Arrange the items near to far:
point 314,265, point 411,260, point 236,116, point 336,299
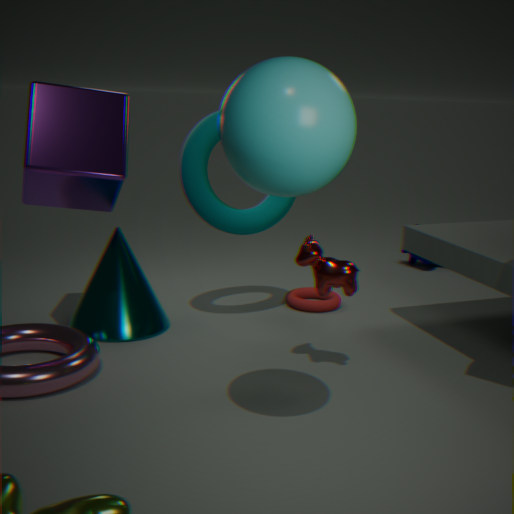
1. point 236,116
2. point 314,265
3. point 336,299
4. point 411,260
